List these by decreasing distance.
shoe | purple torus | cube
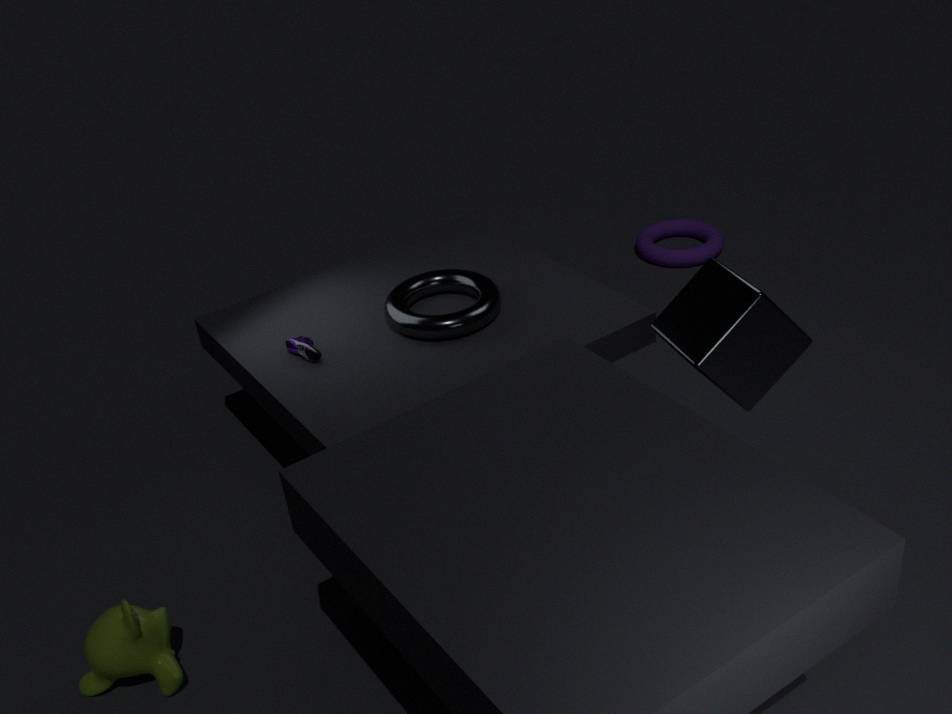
purple torus → shoe → cube
